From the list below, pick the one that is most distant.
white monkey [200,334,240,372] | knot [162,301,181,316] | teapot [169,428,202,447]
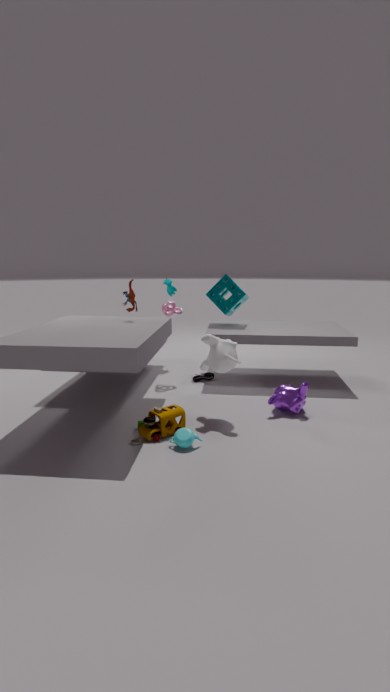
knot [162,301,181,316]
